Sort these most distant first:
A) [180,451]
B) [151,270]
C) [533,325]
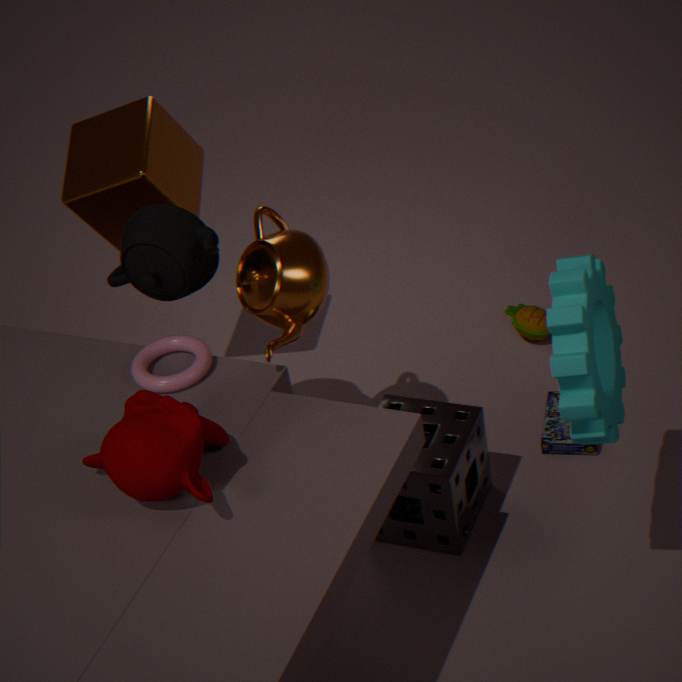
[533,325] < [151,270] < [180,451]
